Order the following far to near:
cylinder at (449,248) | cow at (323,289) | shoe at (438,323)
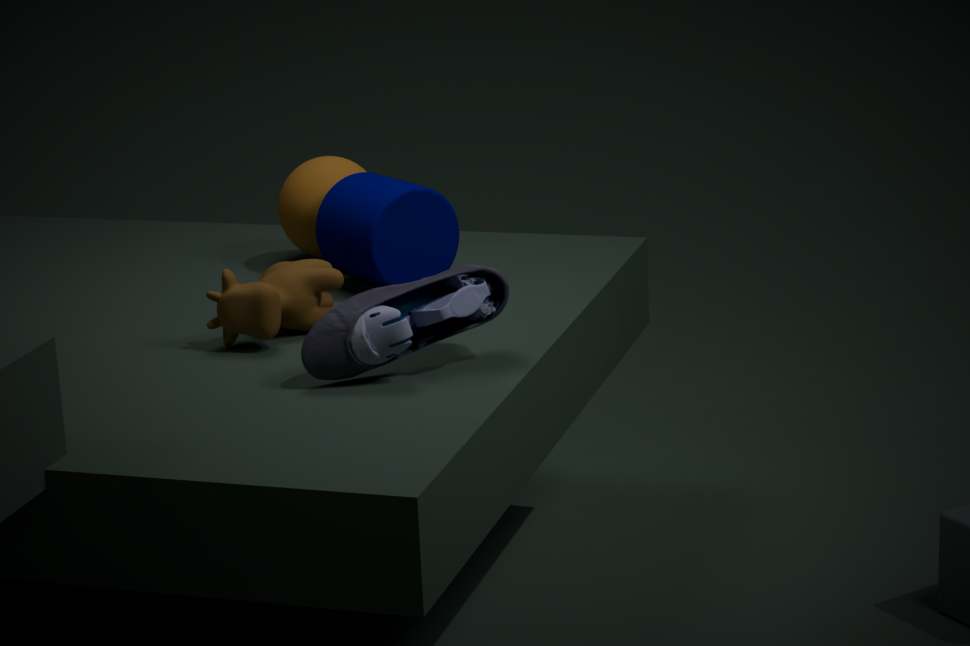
cylinder at (449,248), cow at (323,289), shoe at (438,323)
